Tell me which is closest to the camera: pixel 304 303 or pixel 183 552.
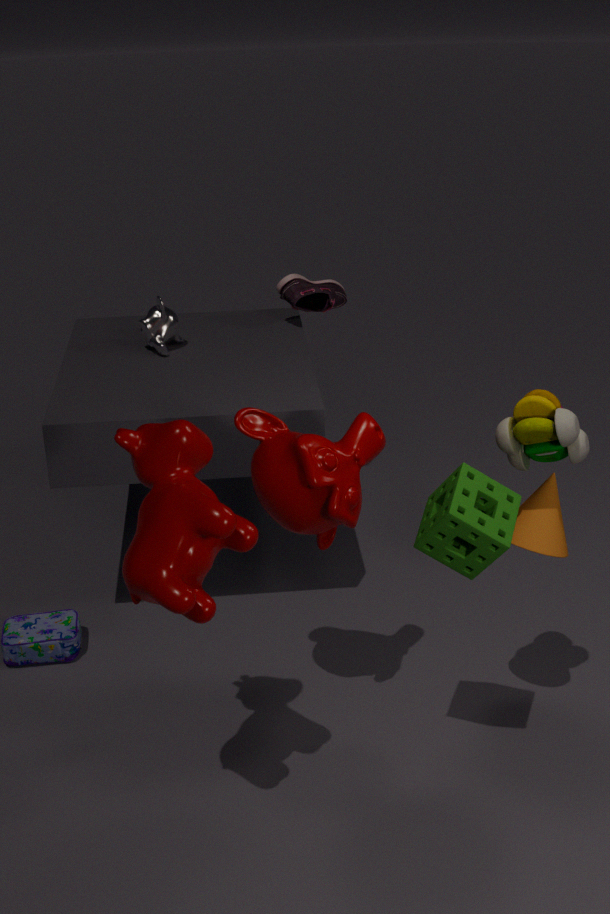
pixel 183 552
